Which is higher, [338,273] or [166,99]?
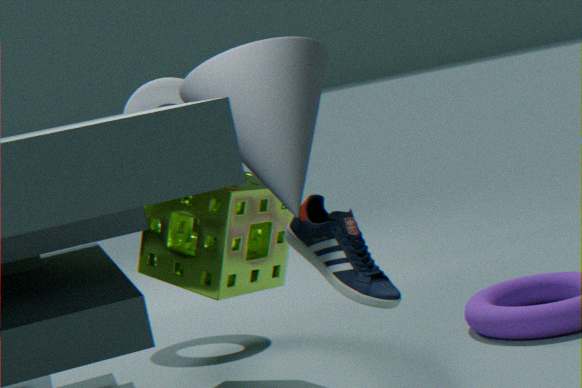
[166,99]
